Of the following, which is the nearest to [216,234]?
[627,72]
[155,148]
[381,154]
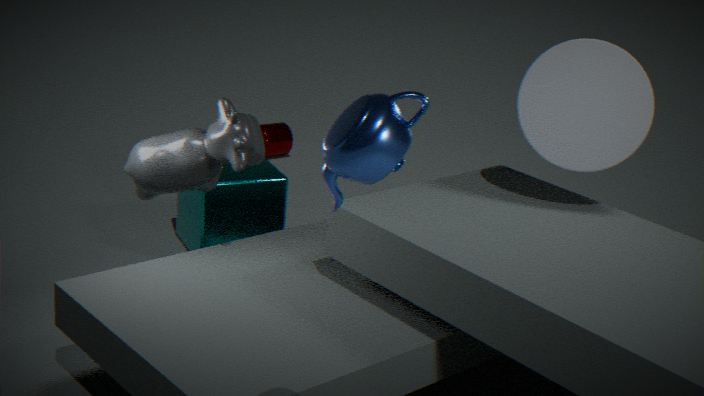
[155,148]
